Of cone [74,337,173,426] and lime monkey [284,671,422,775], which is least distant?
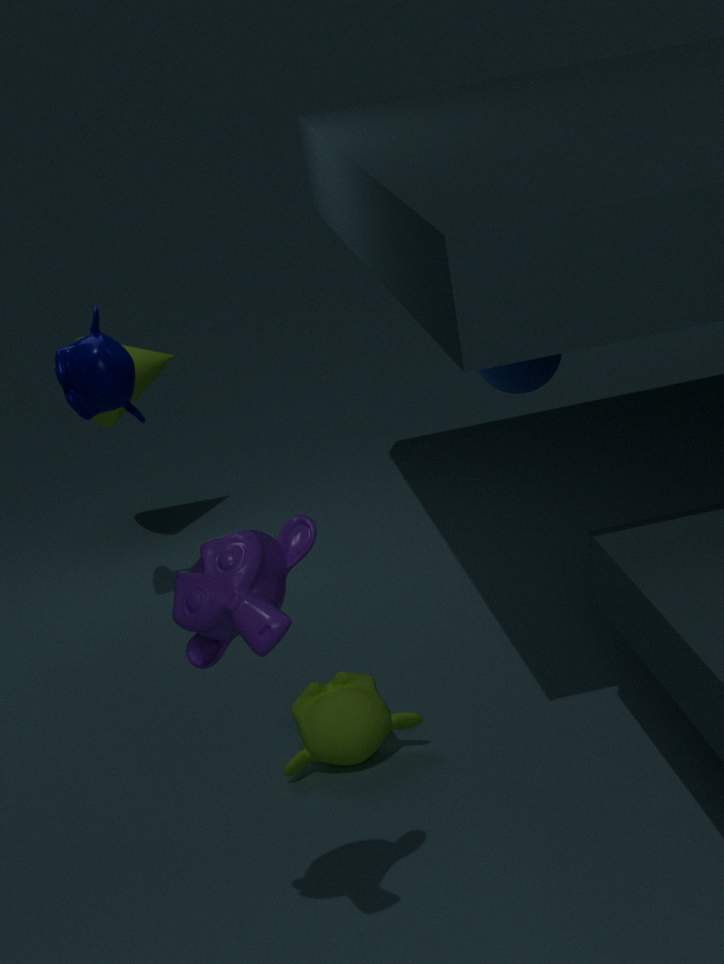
lime monkey [284,671,422,775]
